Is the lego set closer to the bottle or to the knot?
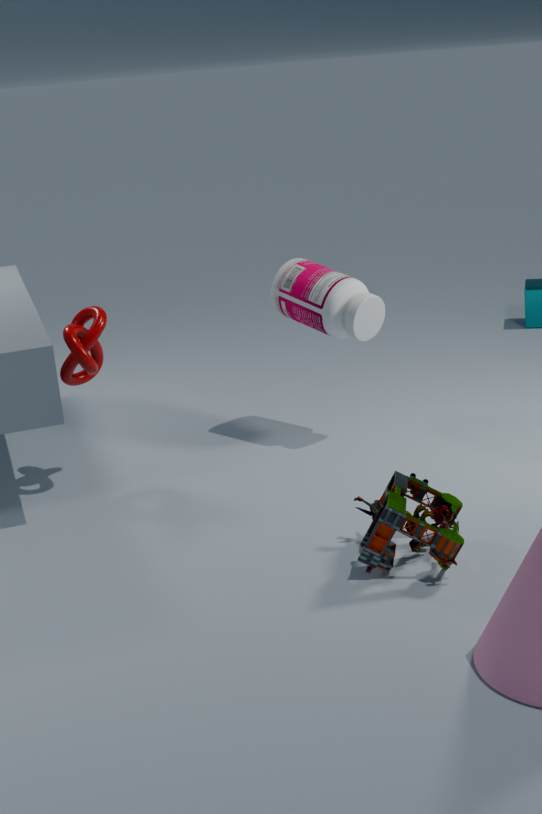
the bottle
